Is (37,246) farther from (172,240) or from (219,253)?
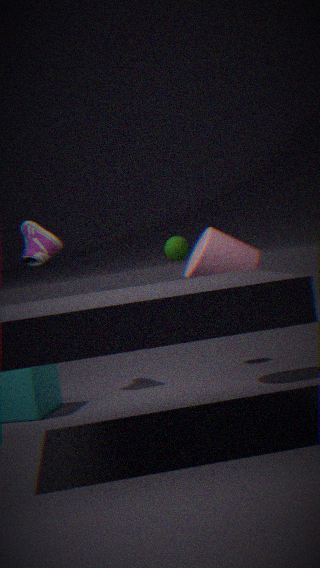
(219,253)
